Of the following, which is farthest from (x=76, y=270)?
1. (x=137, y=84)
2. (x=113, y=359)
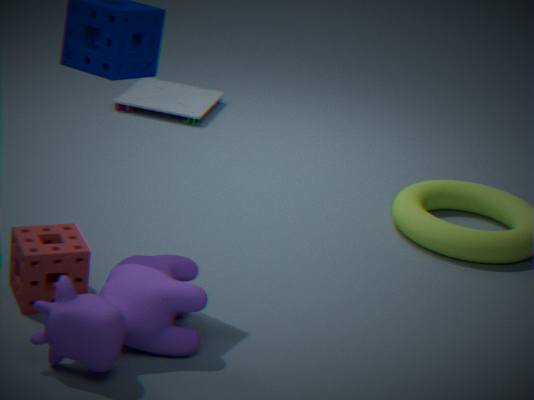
(x=137, y=84)
